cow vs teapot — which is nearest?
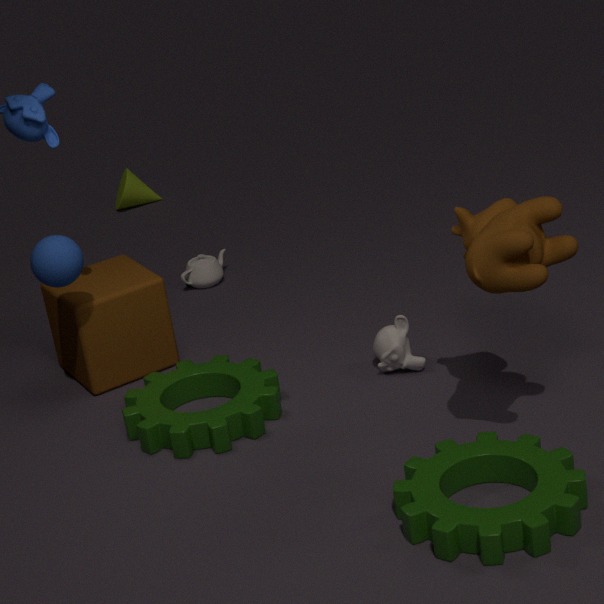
cow
